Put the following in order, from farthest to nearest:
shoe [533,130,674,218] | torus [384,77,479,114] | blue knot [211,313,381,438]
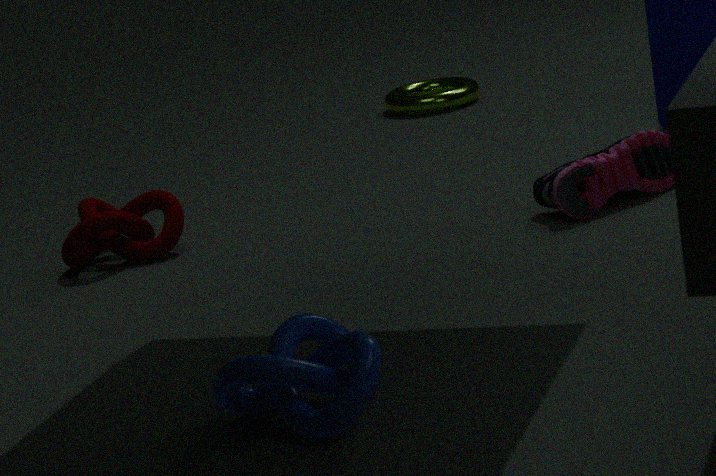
1. torus [384,77,479,114]
2. shoe [533,130,674,218]
3. blue knot [211,313,381,438]
